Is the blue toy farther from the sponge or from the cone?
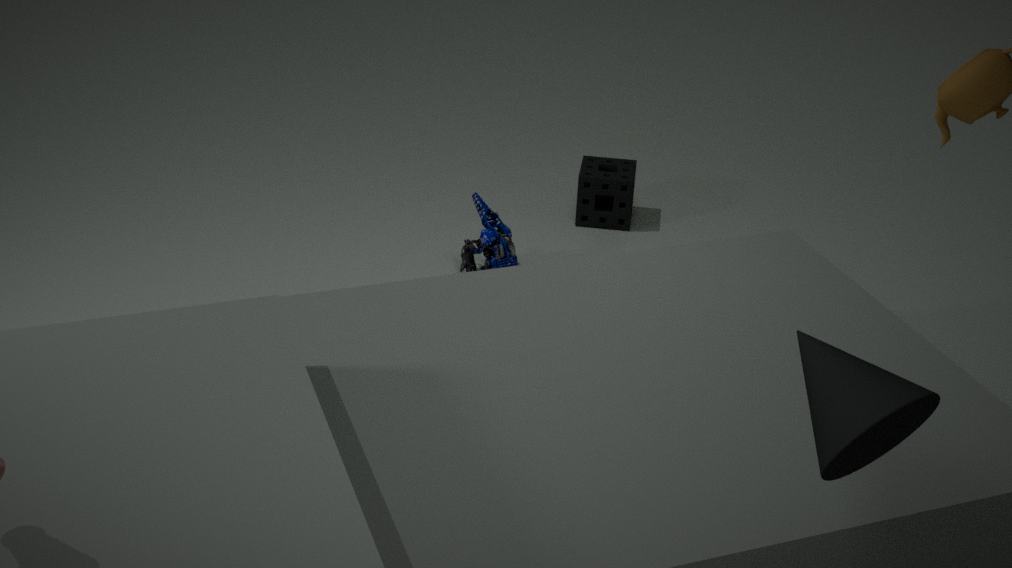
the cone
